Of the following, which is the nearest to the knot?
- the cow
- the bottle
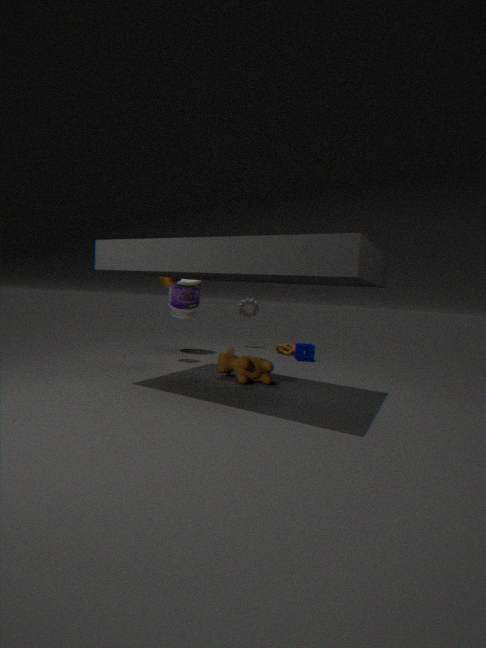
the bottle
